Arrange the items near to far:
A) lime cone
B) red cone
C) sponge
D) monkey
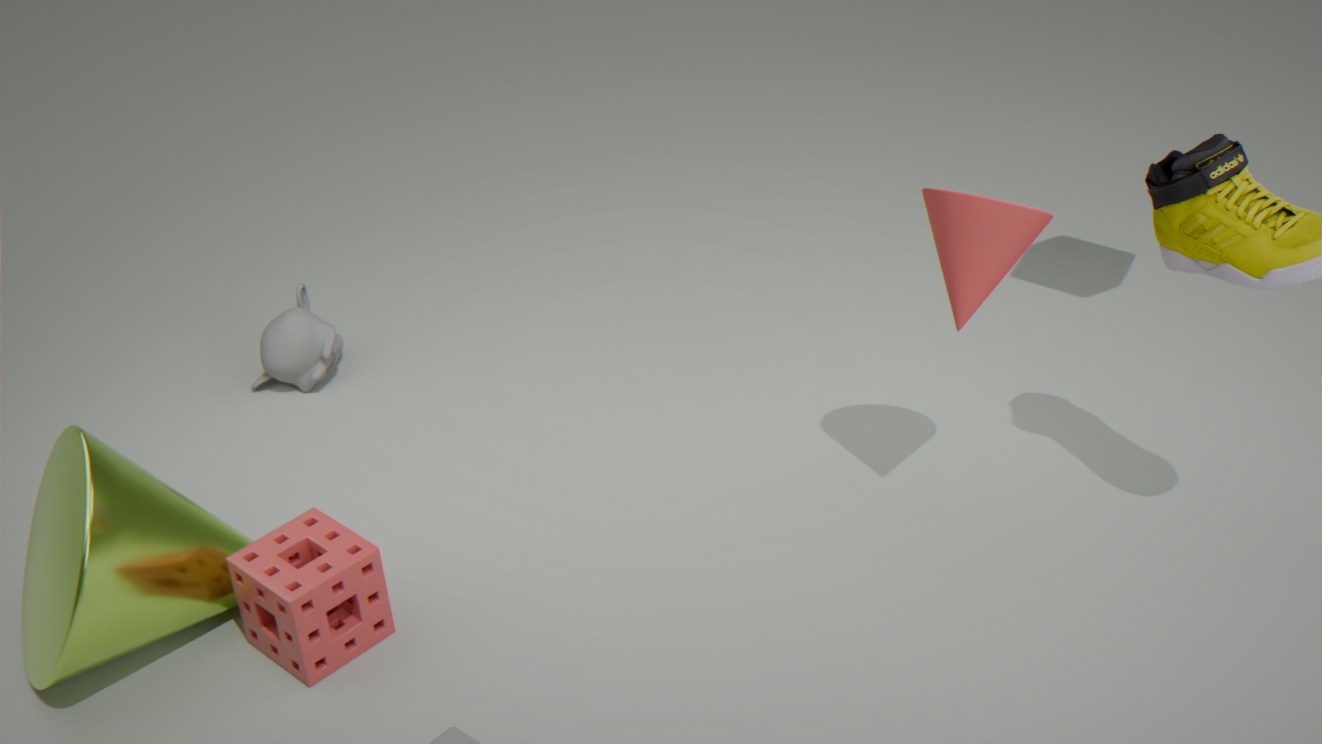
lime cone, red cone, sponge, monkey
